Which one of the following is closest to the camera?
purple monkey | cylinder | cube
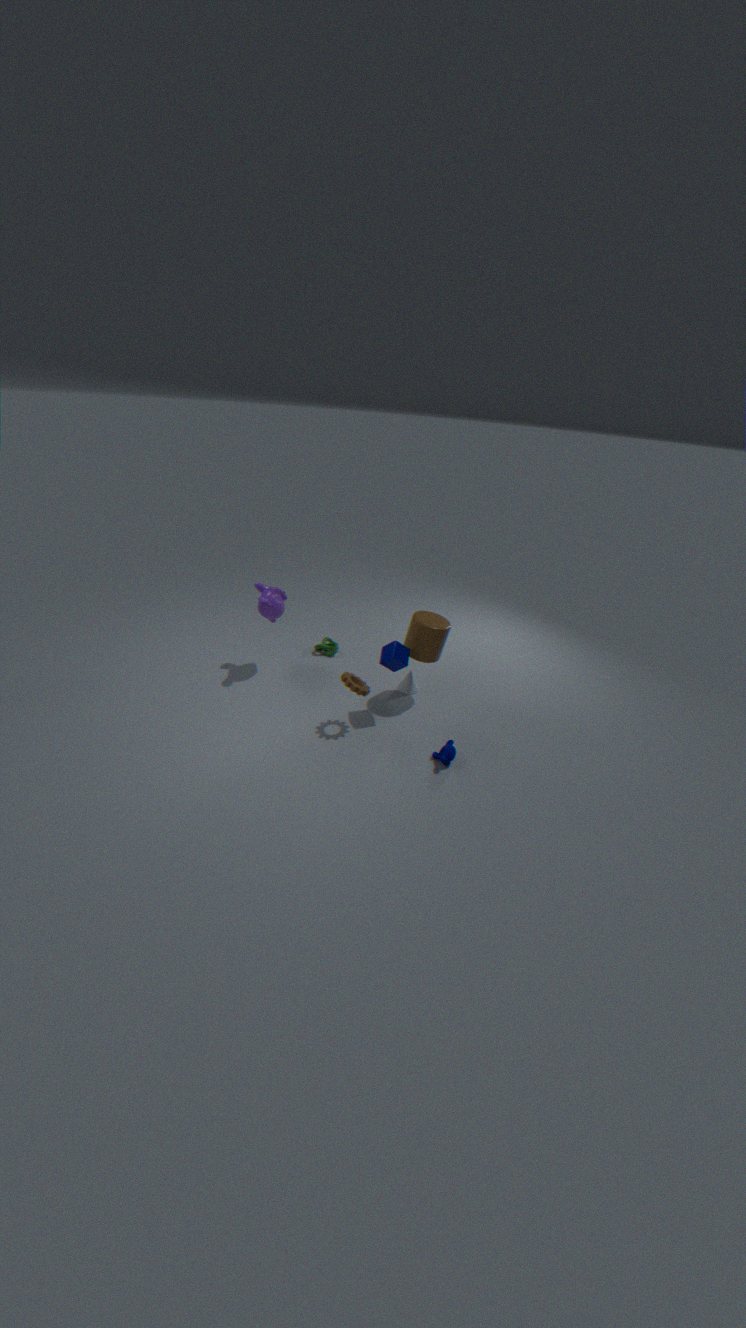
cube
